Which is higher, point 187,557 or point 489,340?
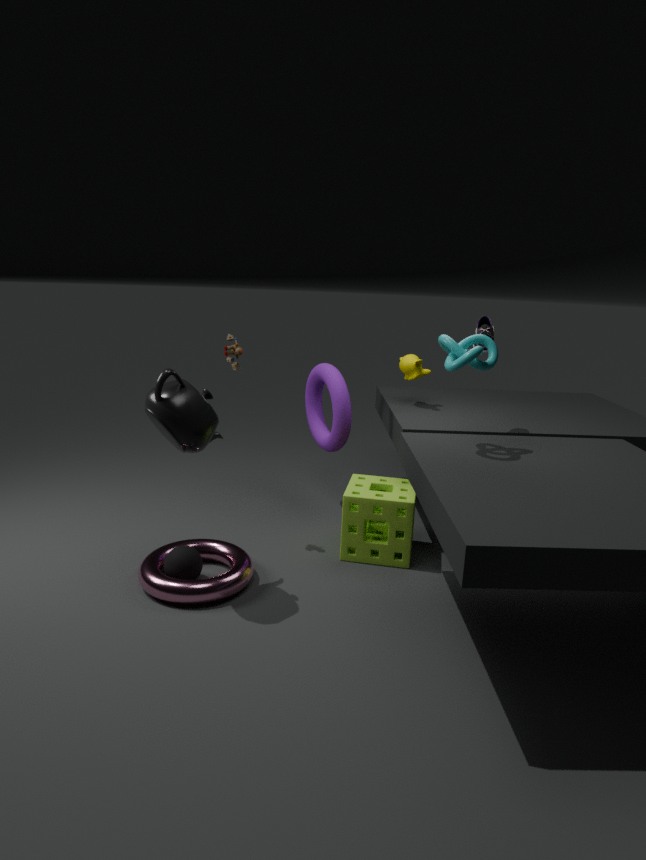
point 489,340
